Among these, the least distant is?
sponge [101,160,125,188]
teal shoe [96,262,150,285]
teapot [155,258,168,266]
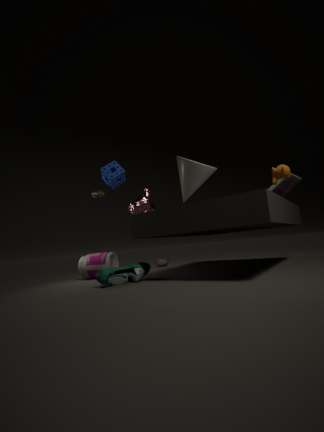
teal shoe [96,262,150,285]
